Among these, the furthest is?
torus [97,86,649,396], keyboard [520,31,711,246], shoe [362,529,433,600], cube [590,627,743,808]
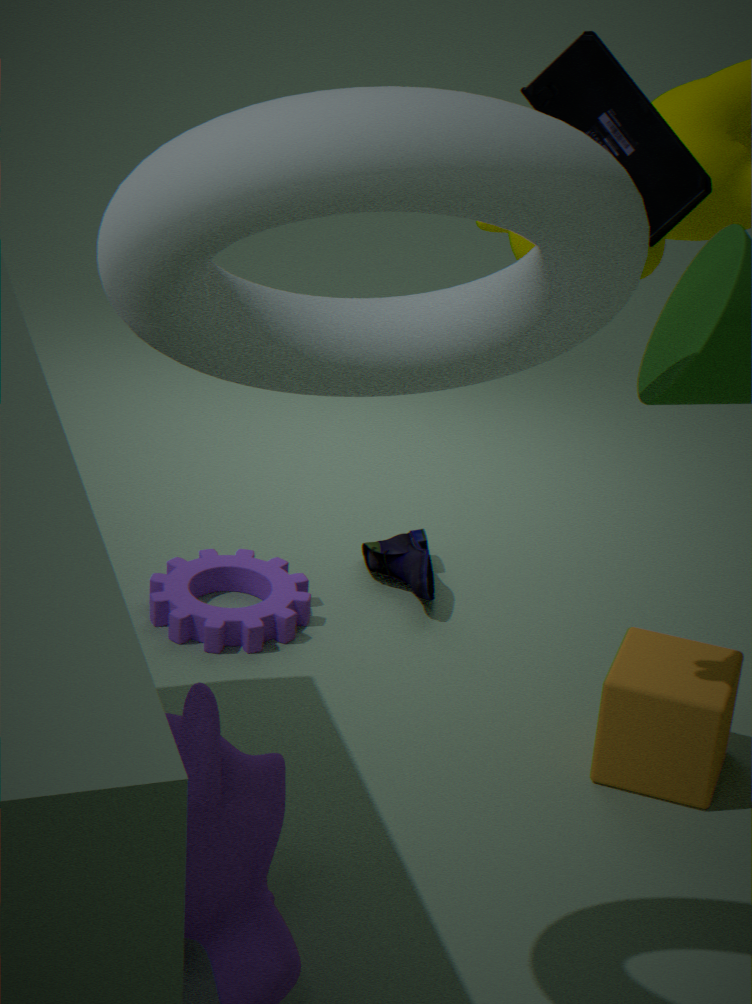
shoe [362,529,433,600]
